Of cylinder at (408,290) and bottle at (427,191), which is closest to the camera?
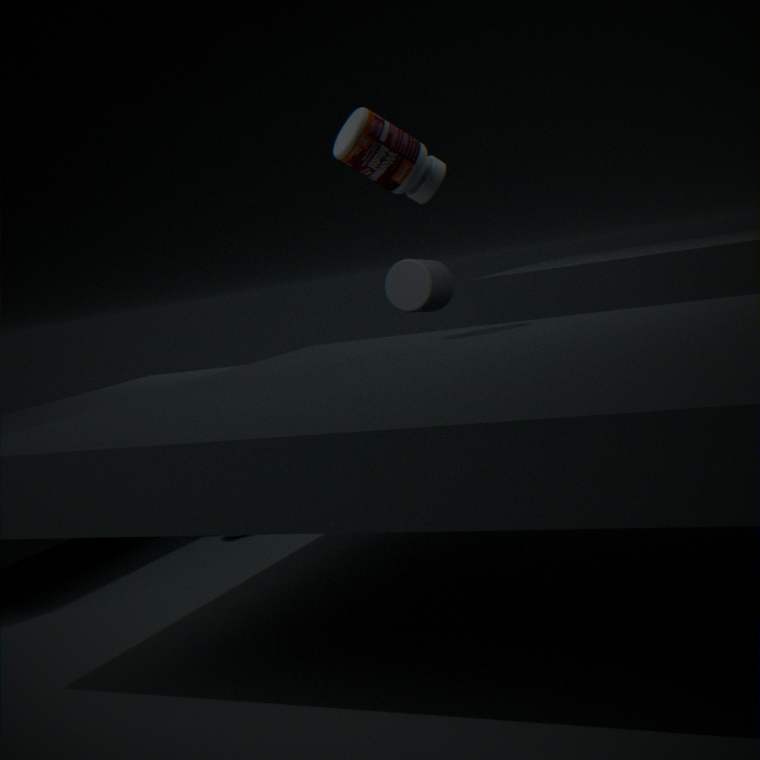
bottle at (427,191)
